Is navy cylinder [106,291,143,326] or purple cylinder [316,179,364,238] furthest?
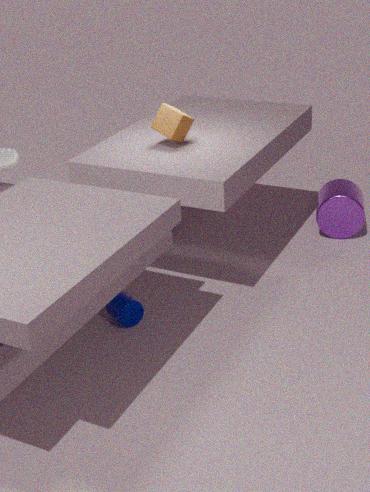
purple cylinder [316,179,364,238]
